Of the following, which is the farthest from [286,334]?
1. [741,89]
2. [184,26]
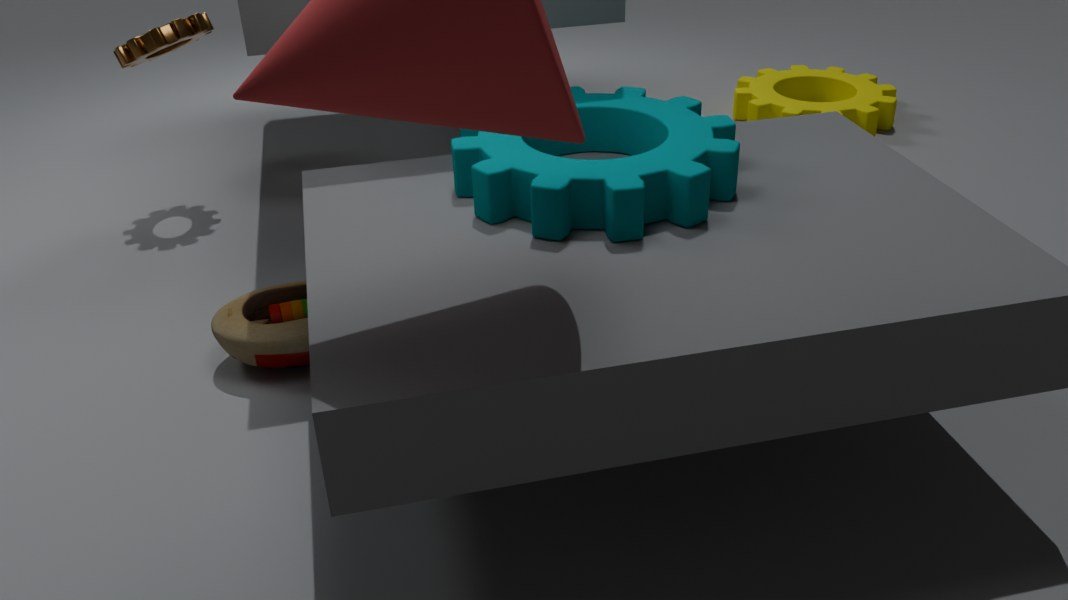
[741,89]
